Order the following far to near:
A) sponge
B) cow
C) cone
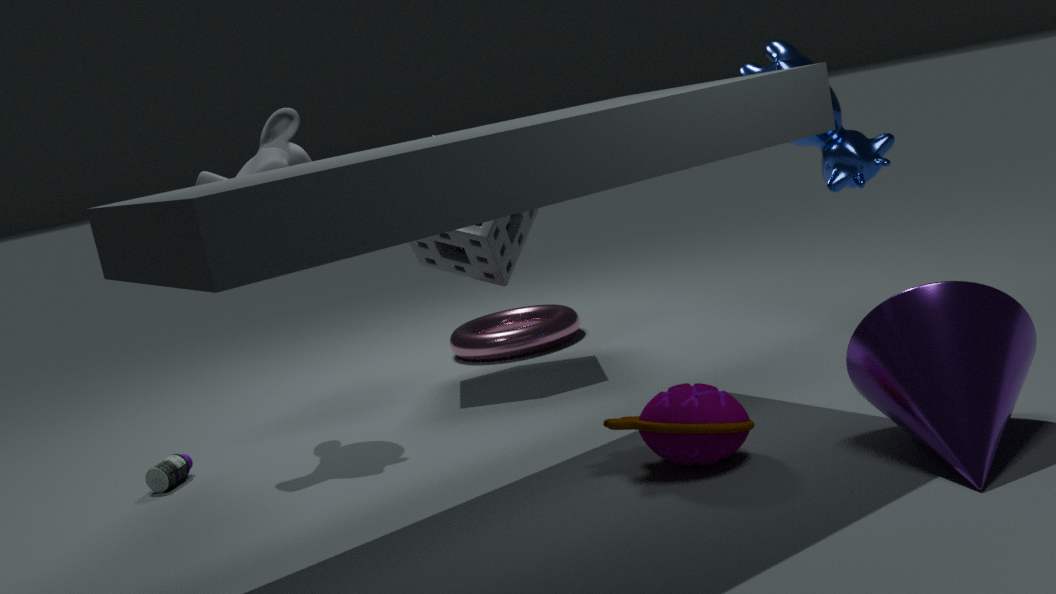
sponge
cow
cone
